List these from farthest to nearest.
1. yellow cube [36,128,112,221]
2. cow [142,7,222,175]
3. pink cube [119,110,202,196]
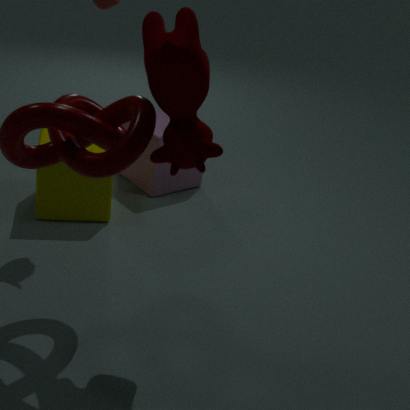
pink cube [119,110,202,196]
yellow cube [36,128,112,221]
cow [142,7,222,175]
